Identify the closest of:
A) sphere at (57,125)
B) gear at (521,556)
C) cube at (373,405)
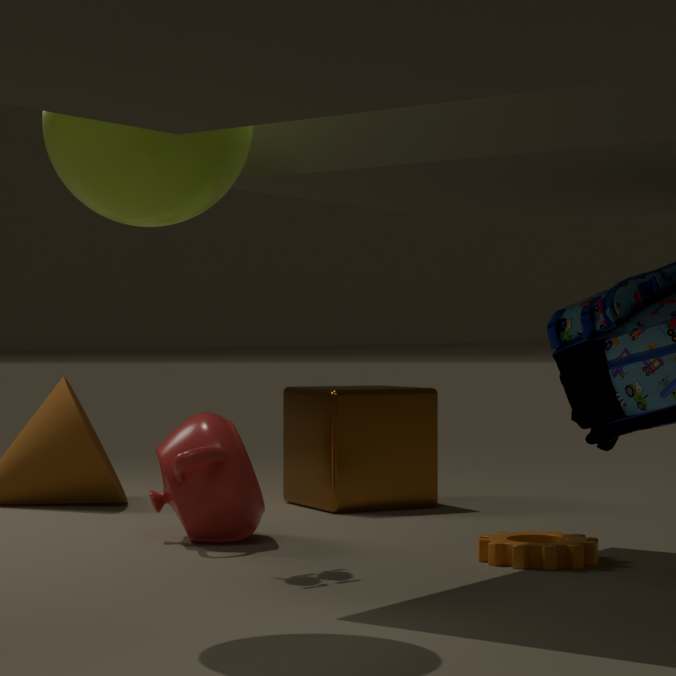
sphere at (57,125)
